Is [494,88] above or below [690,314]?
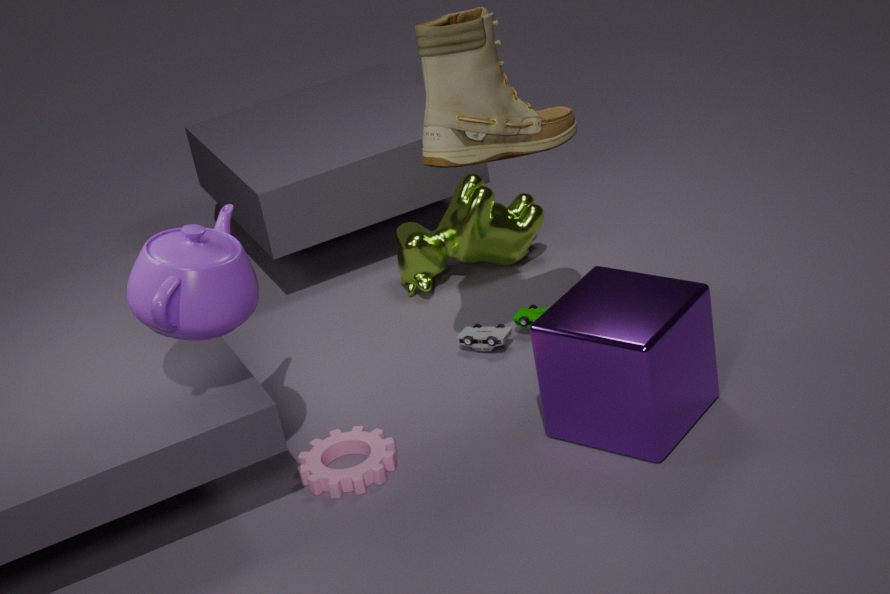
above
